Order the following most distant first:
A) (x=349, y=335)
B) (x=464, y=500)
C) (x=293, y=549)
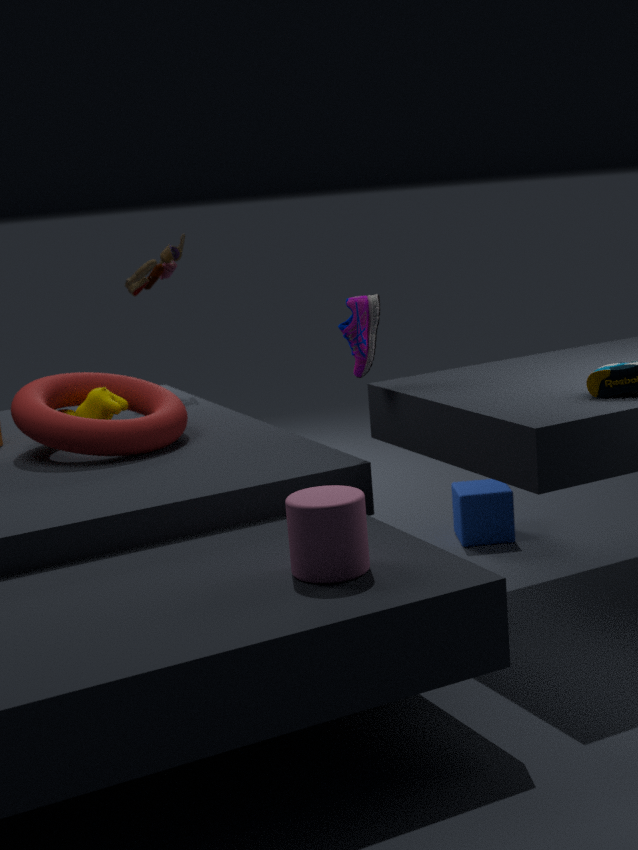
(x=464, y=500) → (x=349, y=335) → (x=293, y=549)
